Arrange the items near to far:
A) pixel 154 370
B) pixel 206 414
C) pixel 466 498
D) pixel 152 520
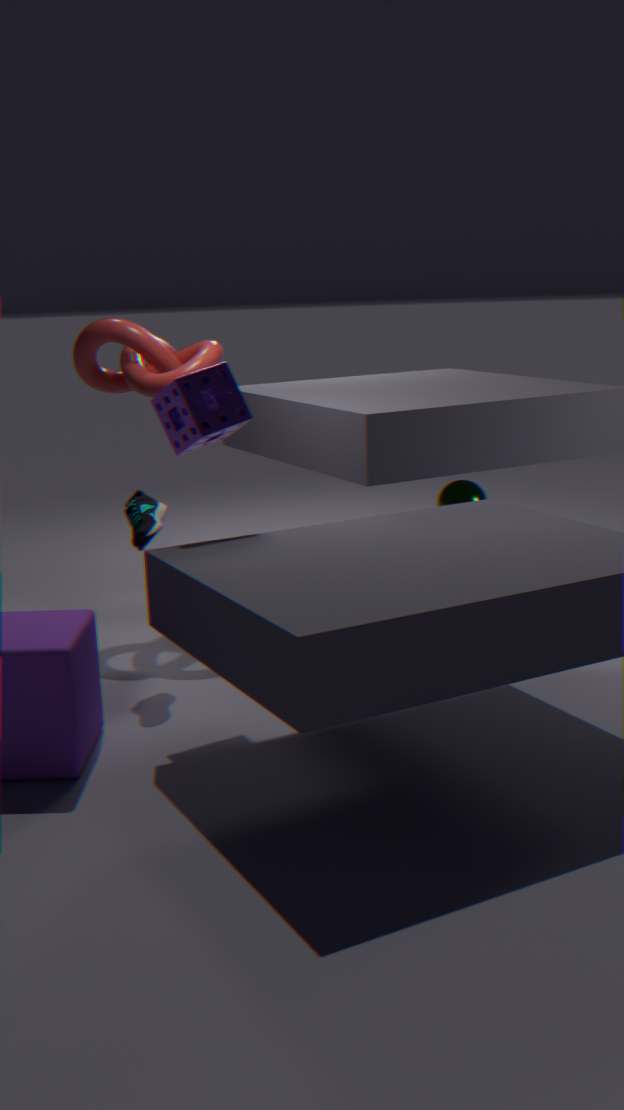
pixel 206 414
pixel 152 520
pixel 466 498
pixel 154 370
